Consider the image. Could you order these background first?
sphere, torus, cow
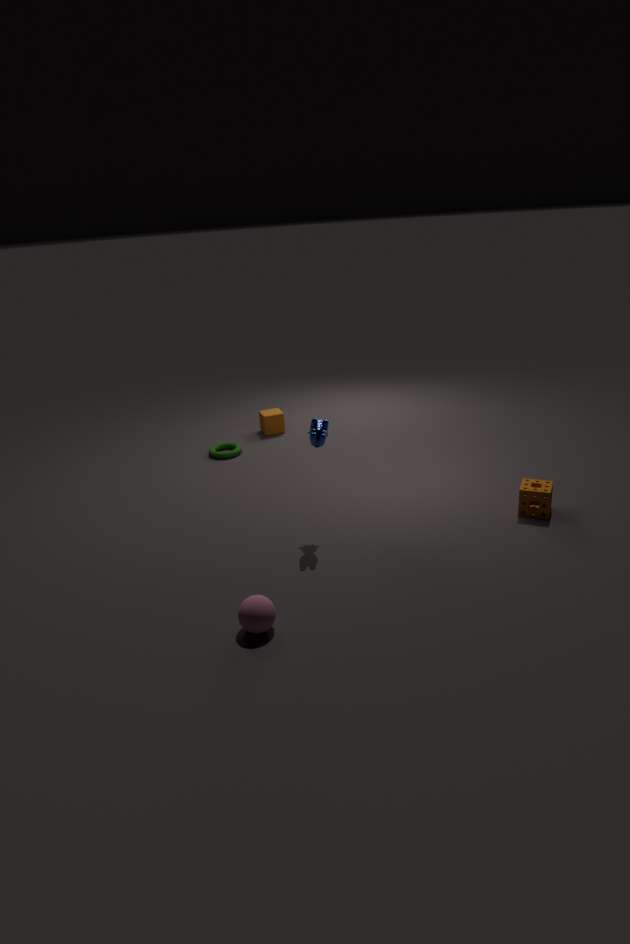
torus → cow → sphere
